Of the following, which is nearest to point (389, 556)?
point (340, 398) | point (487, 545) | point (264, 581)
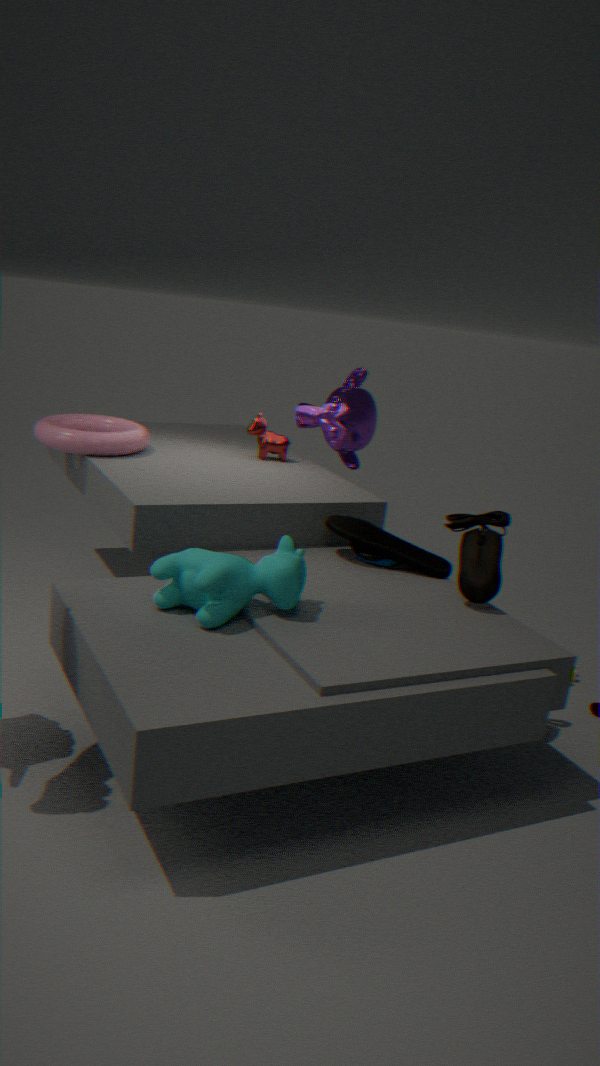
point (487, 545)
